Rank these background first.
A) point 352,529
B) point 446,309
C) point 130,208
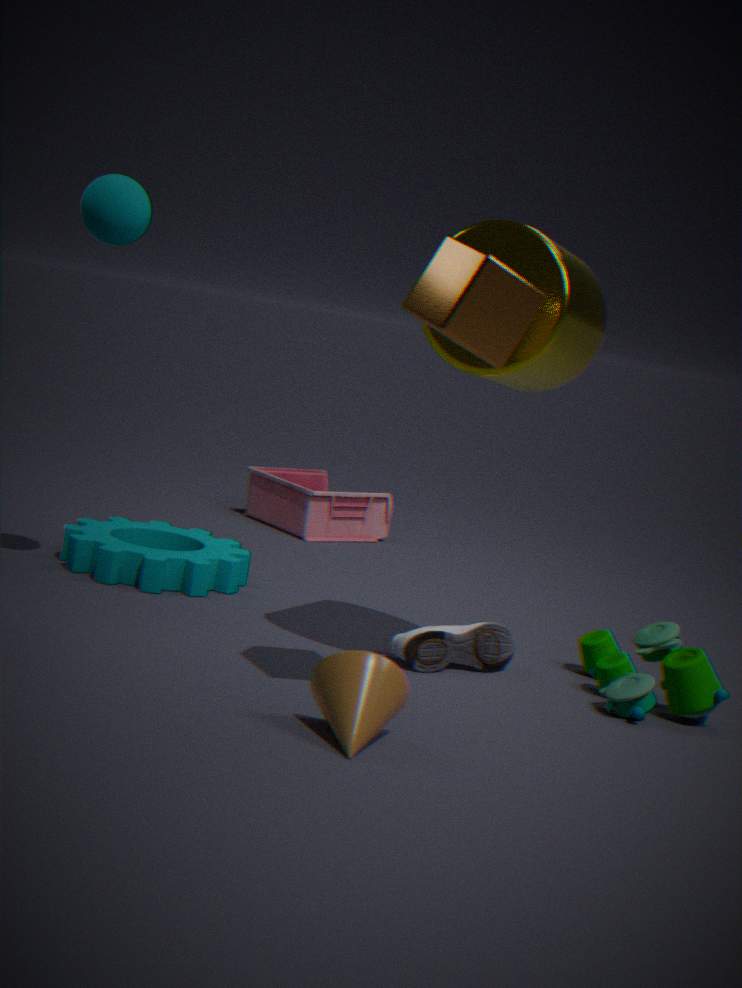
point 352,529, point 130,208, point 446,309
